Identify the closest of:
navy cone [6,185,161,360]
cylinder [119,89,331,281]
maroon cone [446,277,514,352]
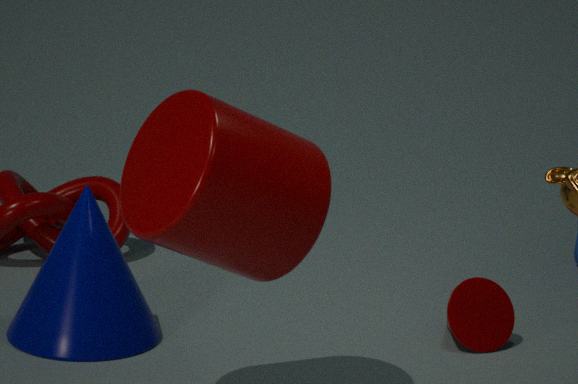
cylinder [119,89,331,281]
